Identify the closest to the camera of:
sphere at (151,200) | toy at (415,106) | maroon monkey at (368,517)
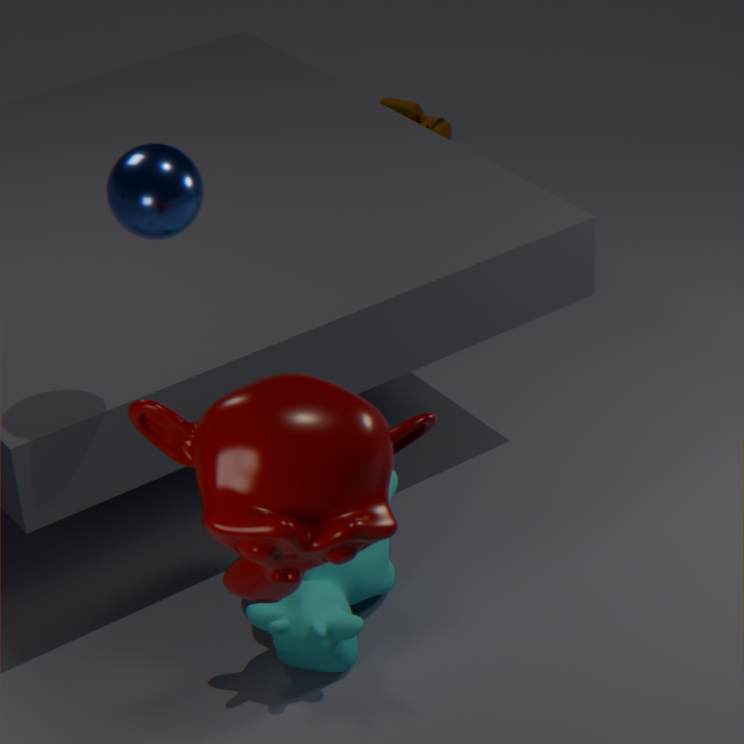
maroon monkey at (368,517)
